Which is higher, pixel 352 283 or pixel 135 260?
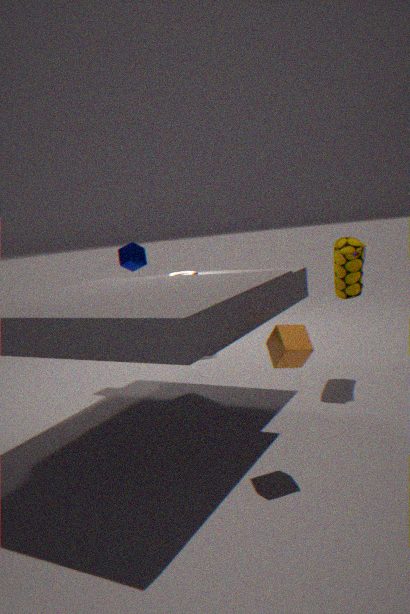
pixel 135 260
